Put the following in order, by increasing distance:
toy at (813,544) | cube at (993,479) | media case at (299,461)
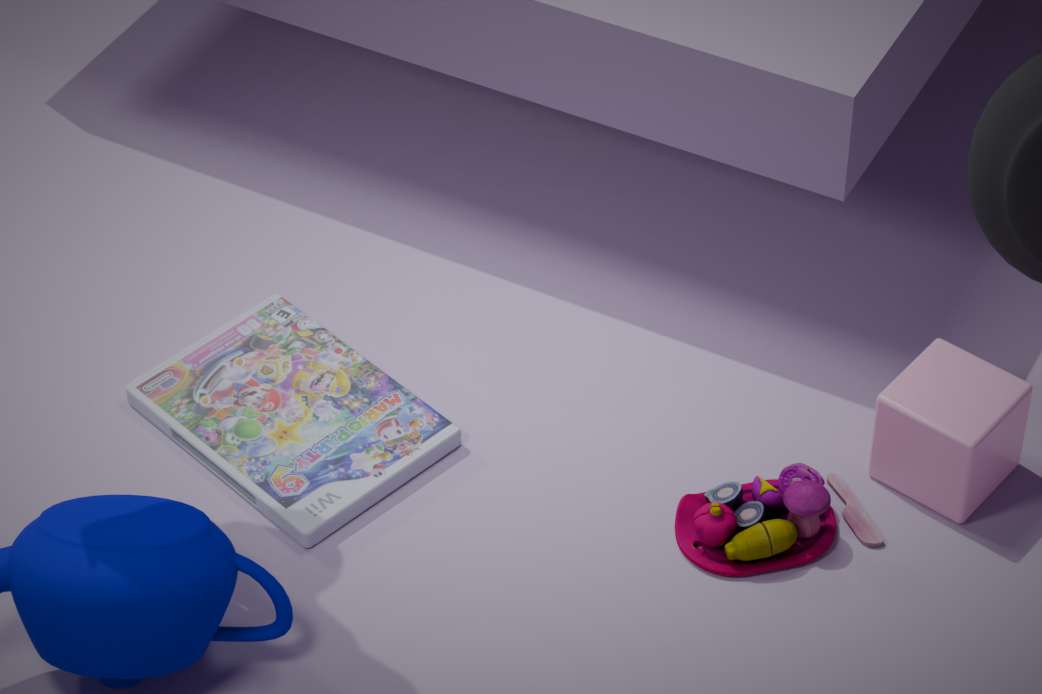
toy at (813,544), cube at (993,479), media case at (299,461)
